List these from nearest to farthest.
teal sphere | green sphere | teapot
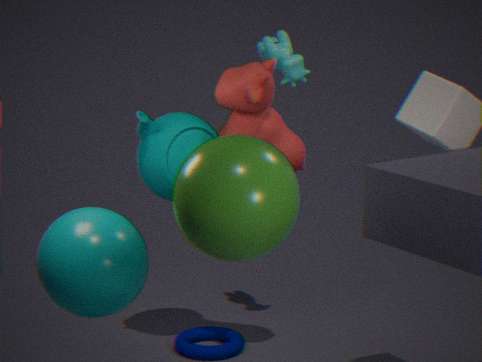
green sphere → teal sphere → teapot
